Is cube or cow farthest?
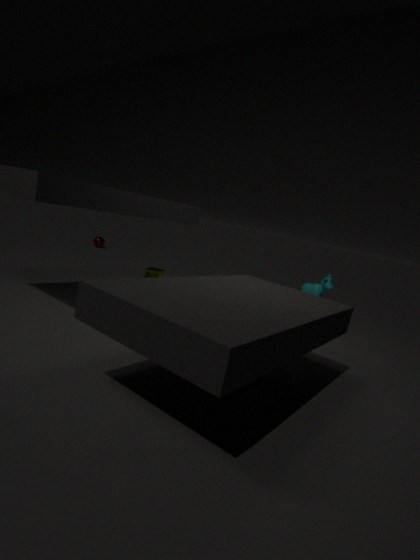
cow
